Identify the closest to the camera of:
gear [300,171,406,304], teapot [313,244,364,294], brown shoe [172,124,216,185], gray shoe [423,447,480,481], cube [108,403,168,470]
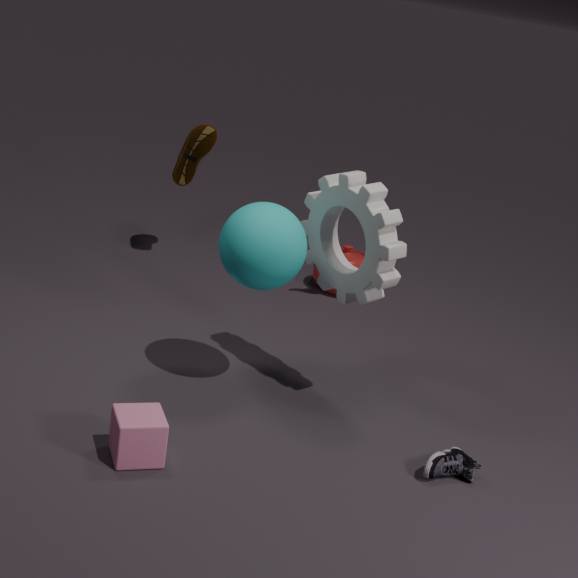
cube [108,403,168,470]
